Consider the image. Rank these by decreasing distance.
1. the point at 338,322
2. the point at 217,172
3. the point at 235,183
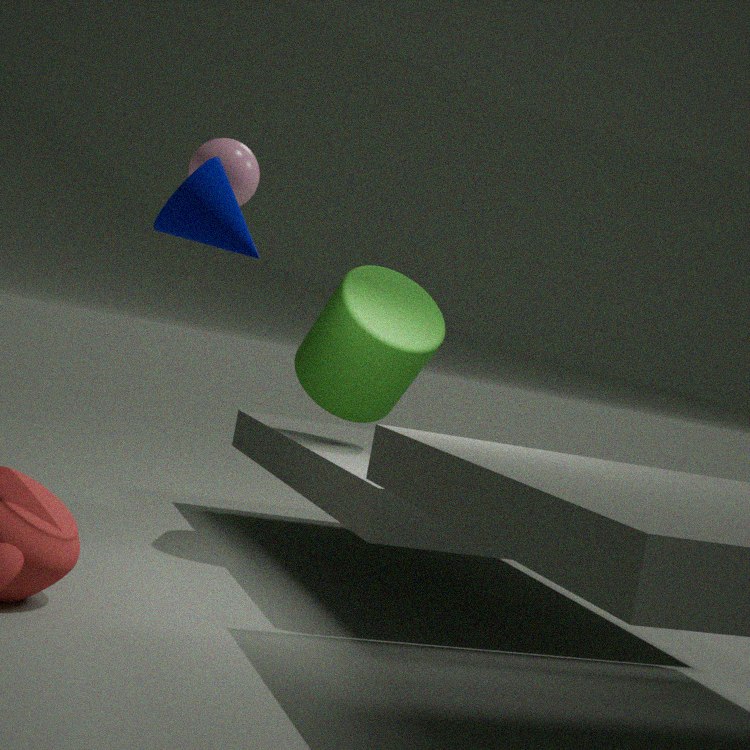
the point at 338,322, the point at 235,183, the point at 217,172
